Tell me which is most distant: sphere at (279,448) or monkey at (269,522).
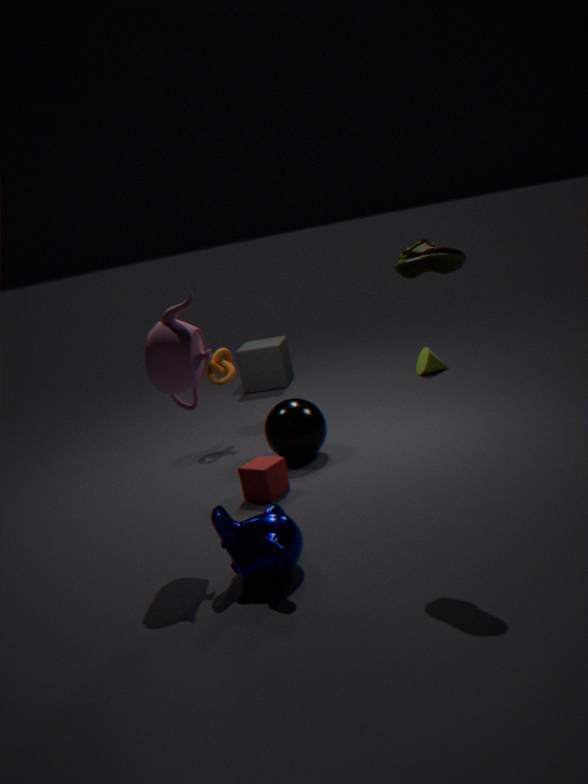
sphere at (279,448)
